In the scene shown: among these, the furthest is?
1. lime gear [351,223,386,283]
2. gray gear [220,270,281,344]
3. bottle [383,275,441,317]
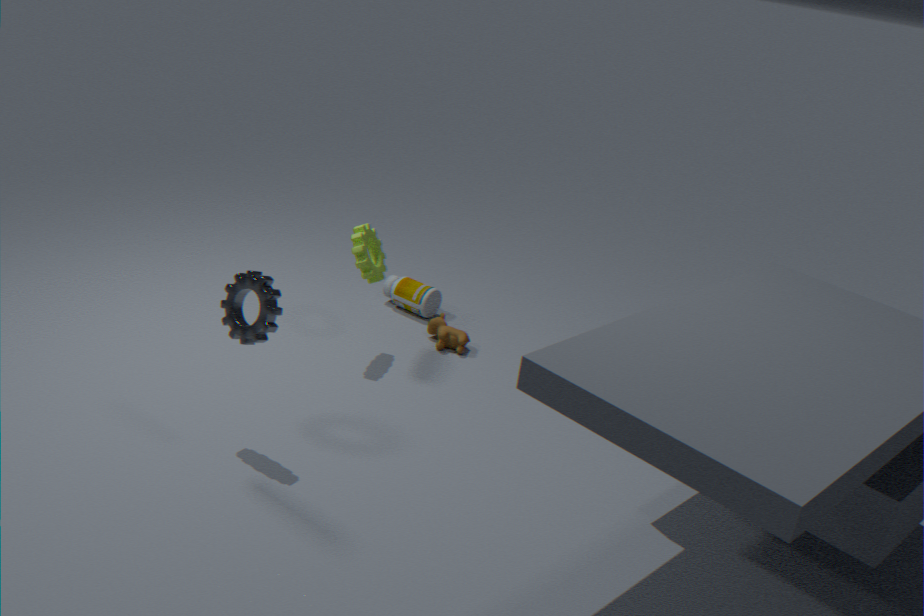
bottle [383,275,441,317]
